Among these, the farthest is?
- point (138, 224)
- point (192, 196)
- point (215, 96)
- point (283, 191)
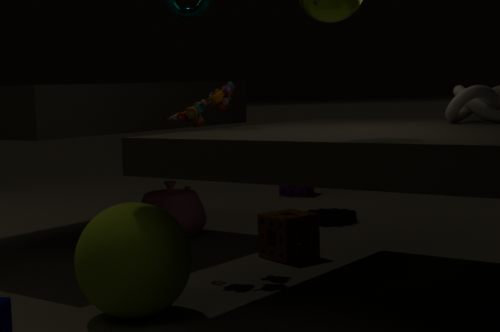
point (283, 191)
